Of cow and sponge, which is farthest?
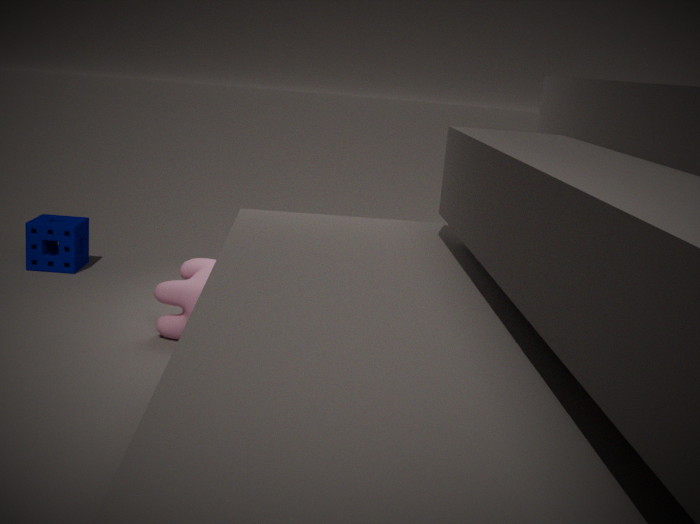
sponge
